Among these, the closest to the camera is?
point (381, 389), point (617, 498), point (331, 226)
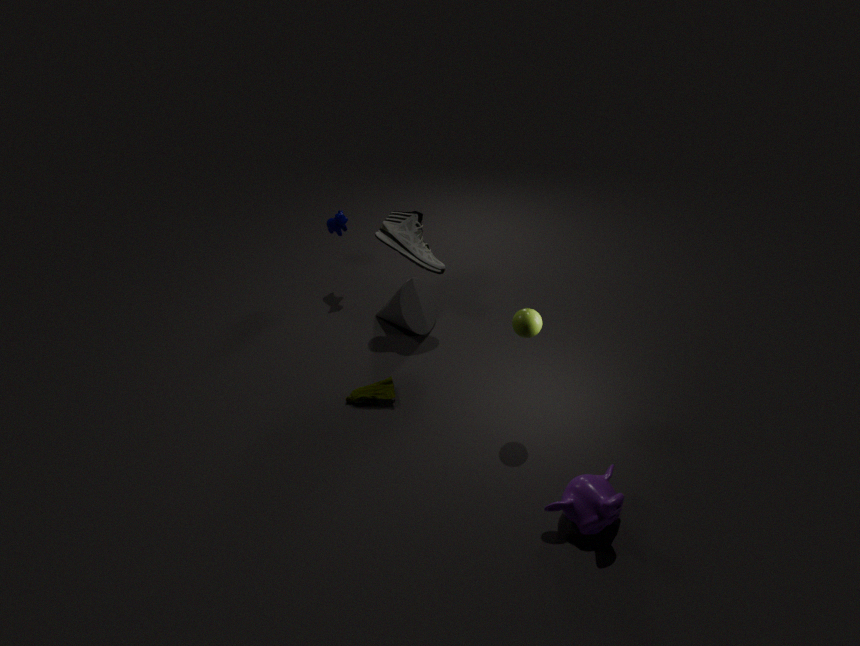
point (617, 498)
